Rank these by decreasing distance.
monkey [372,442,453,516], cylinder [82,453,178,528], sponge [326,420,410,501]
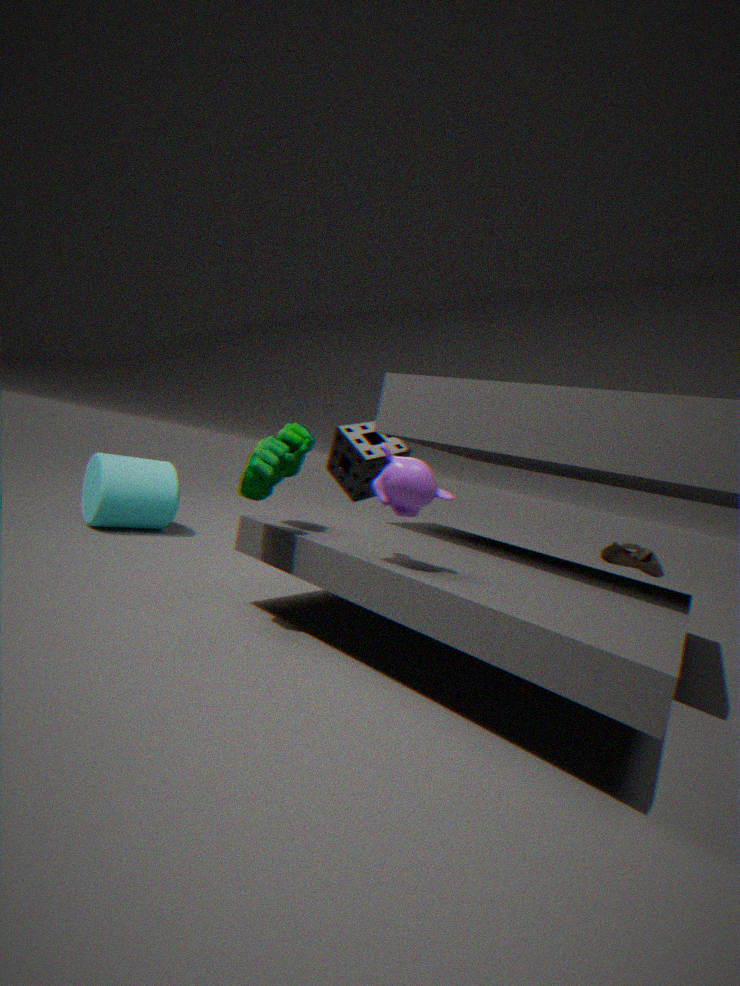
sponge [326,420,410,501]
cylinder [82,453,178,528]
monkey [372,442,453,516]
